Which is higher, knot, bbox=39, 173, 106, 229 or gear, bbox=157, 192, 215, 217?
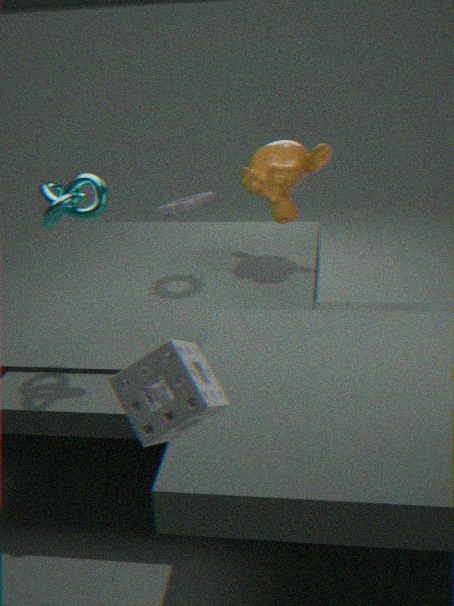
knot, bbox=39, 173, 106, 229
